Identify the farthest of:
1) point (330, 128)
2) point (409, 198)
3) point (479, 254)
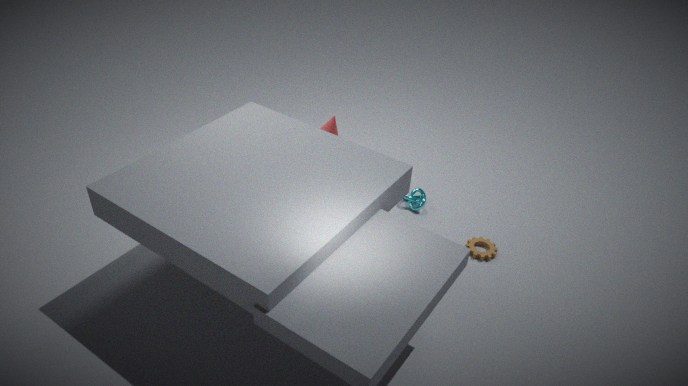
2. point (409, 198)
